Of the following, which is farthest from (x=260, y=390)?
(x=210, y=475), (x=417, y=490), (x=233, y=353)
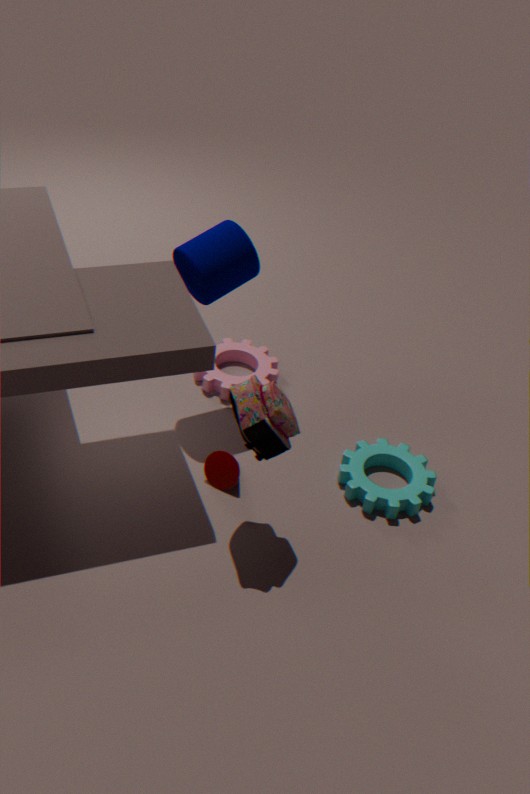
(x=233, y=353)
